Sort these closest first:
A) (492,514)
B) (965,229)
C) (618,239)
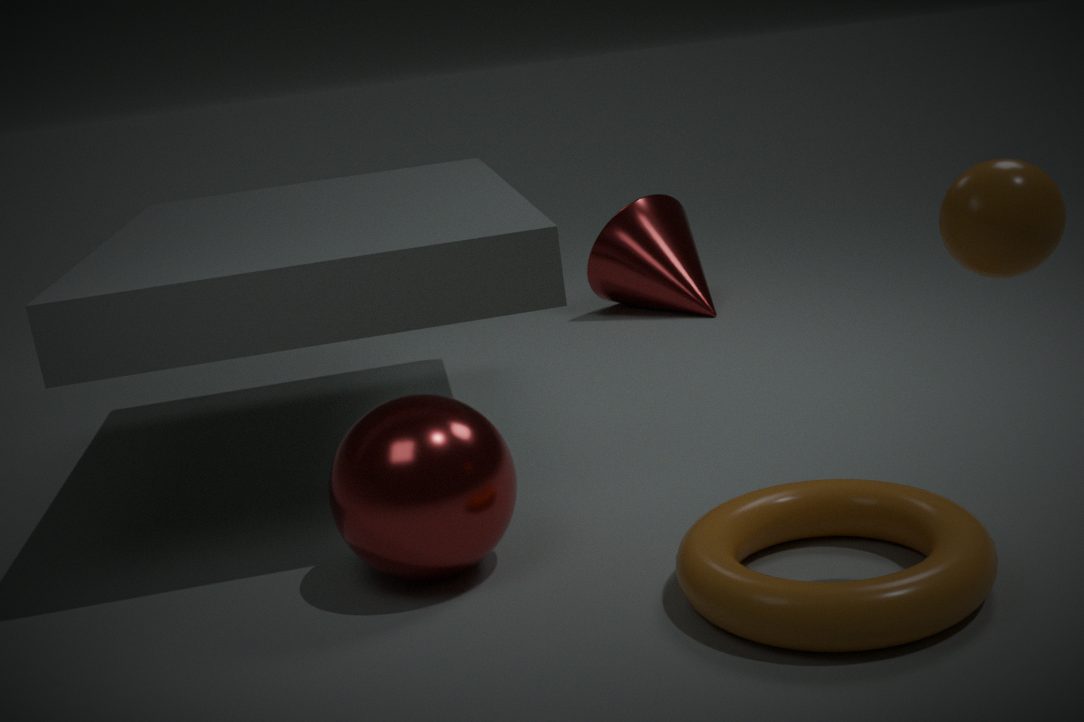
(965,229), (492,514), (618,239)
